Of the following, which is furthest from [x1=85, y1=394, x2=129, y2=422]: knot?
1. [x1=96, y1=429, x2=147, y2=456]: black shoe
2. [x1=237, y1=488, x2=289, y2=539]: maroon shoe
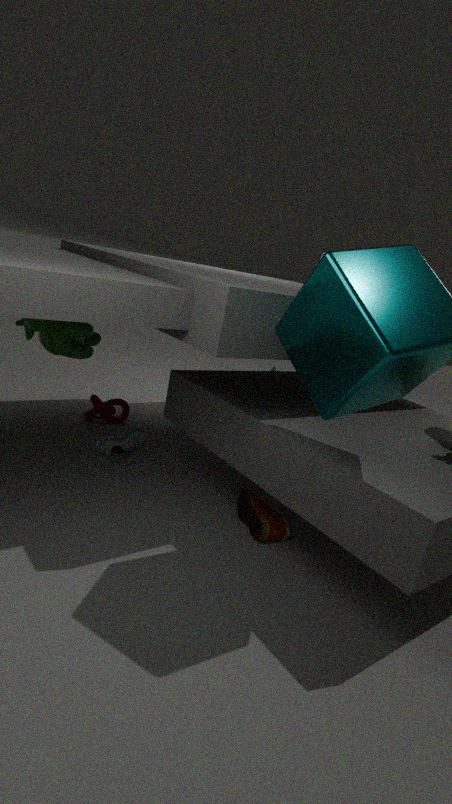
[x1=237, y1=488, x2=289, y2=539]: maroon shoe
